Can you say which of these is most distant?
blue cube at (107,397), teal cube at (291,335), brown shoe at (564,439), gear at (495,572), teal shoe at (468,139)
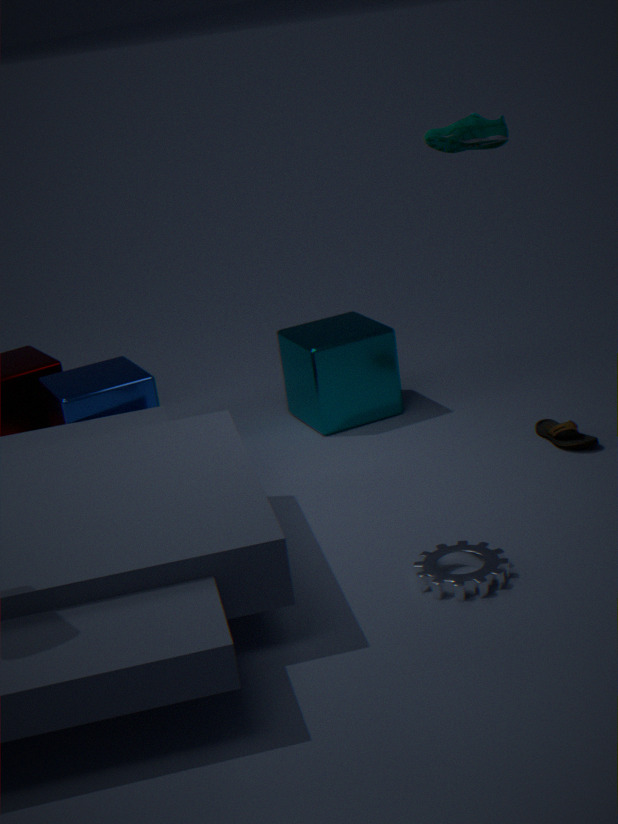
teal cube at (291,335)
